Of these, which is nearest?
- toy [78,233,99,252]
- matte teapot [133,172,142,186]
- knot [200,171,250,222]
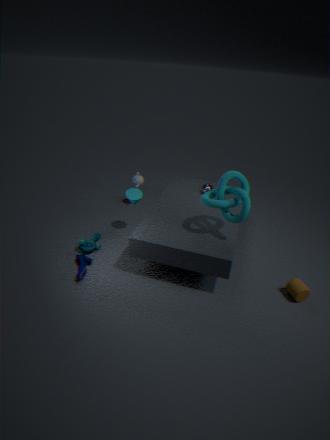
knot [200,171,250,222]
